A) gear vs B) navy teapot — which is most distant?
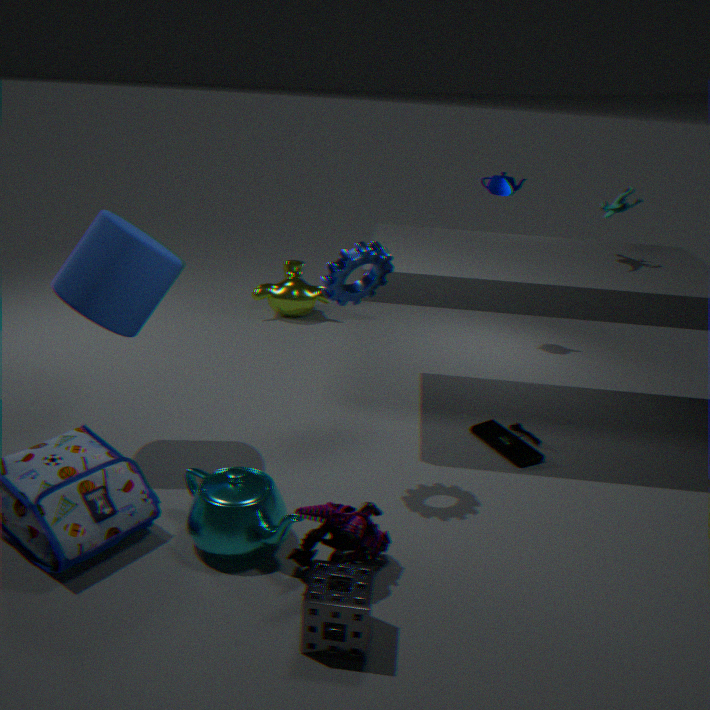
B. navy teapot
